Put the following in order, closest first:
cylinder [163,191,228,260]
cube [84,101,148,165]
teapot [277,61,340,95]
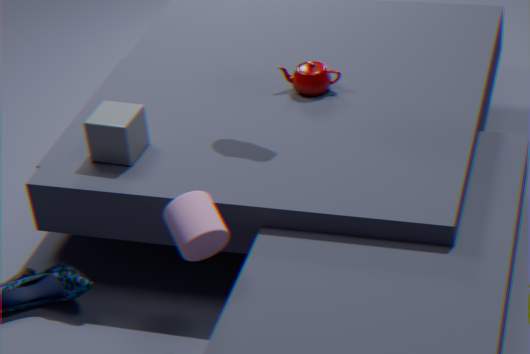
cylinder [163,191,228,260]
cube [84,101,148,165]
teapot [277,61,340,95]
